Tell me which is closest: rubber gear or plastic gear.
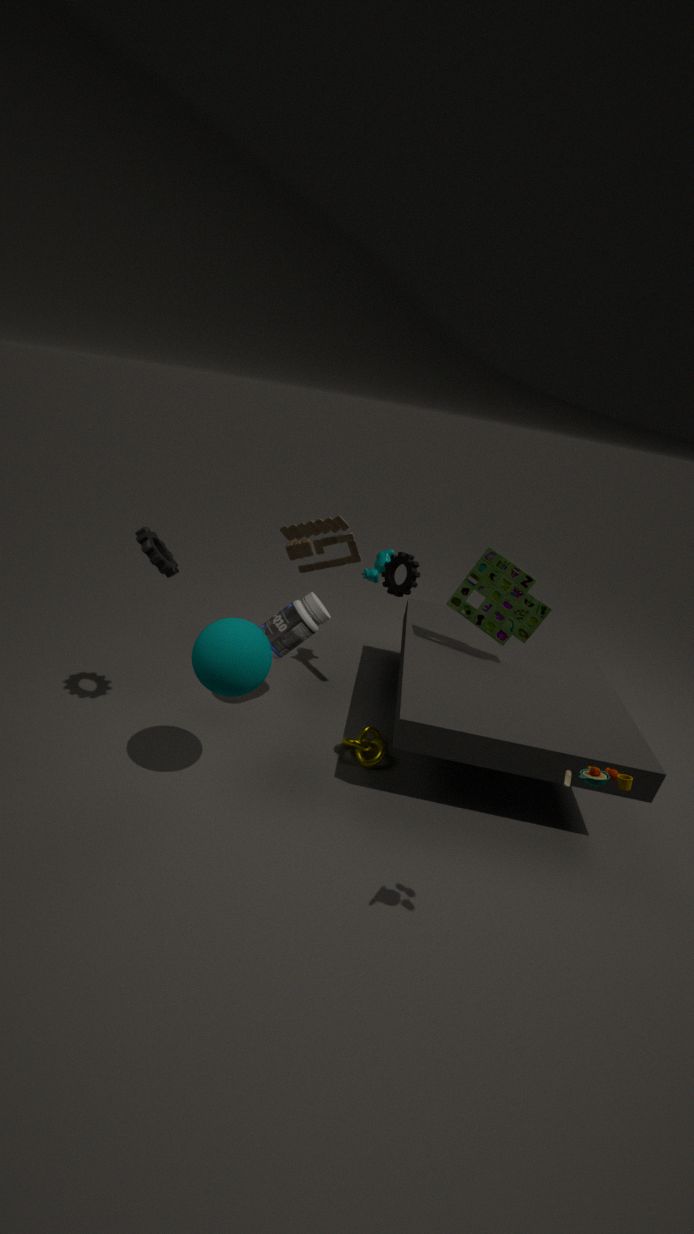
plastic gear
